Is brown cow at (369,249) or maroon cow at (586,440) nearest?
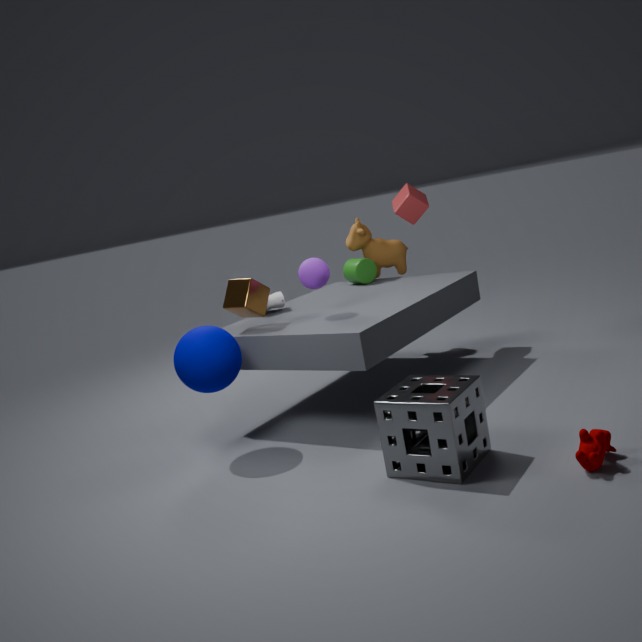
maroon cow at (586,440)
